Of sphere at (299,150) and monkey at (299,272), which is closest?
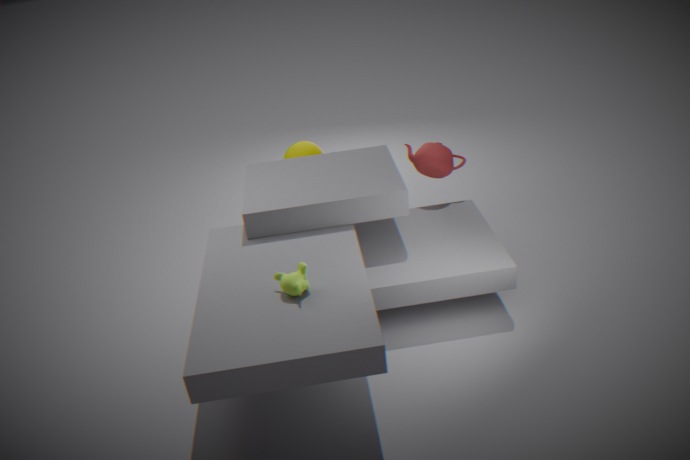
monkey at (299,272)
